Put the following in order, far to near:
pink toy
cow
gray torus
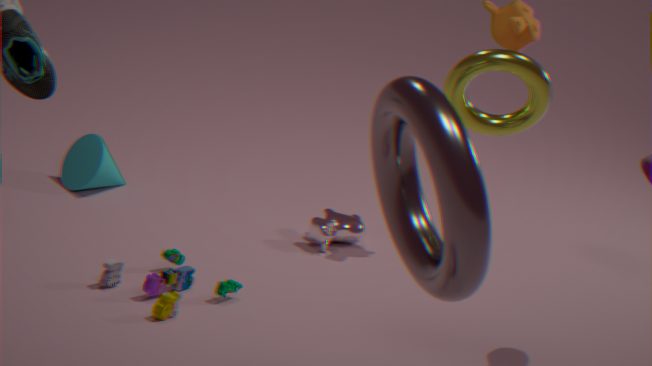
cow
pink toy
gray torus
